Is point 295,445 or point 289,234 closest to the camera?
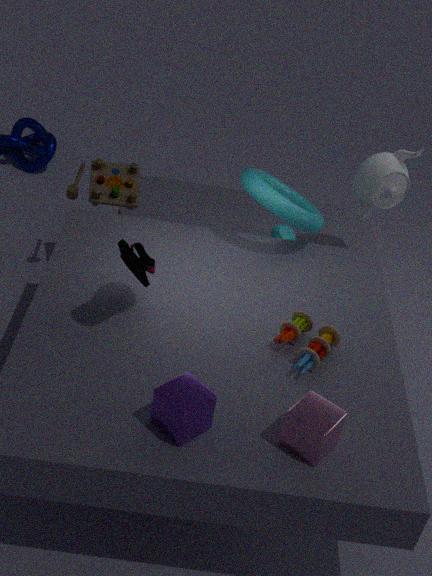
point 295,445
